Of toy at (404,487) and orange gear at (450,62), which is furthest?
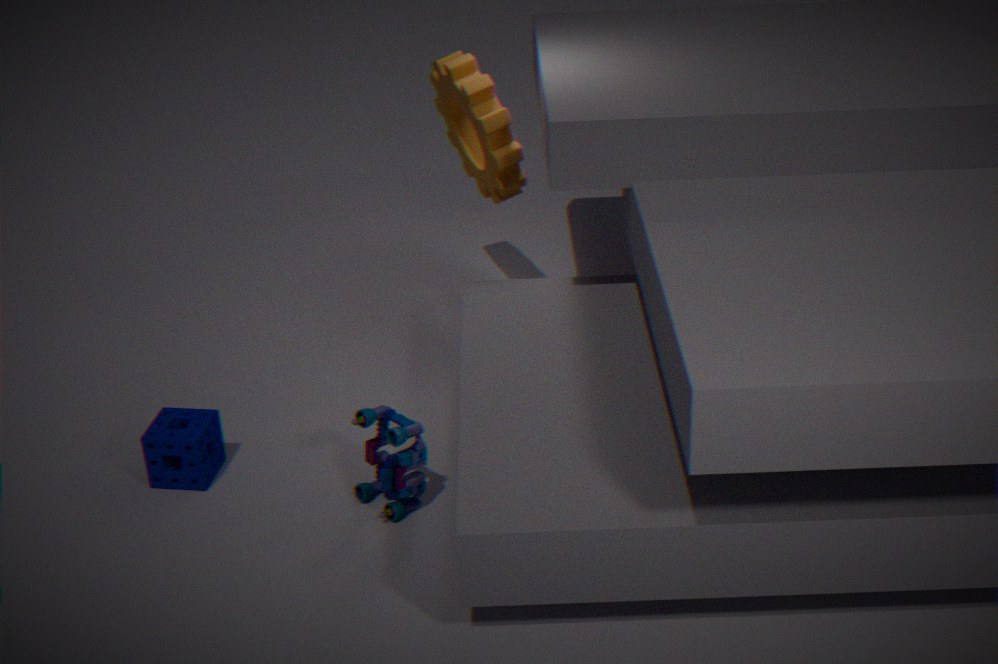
orange gear at (450,62)
